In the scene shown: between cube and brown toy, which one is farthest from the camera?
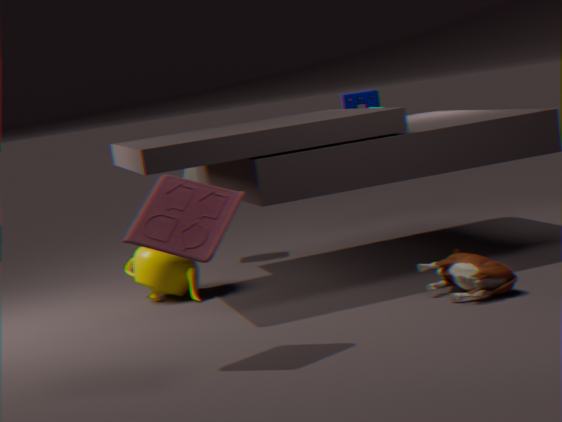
cube
